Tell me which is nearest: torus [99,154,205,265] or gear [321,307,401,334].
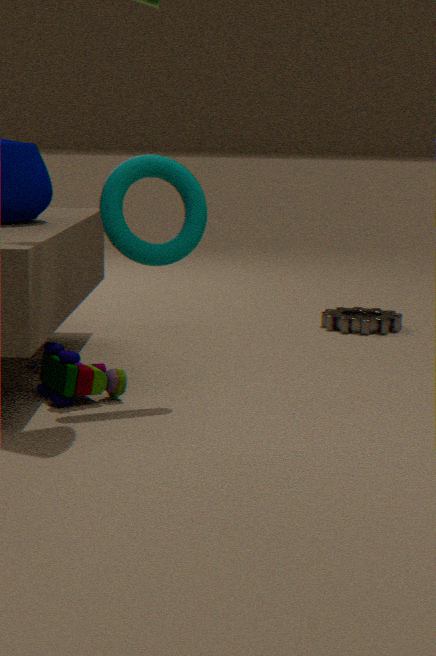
torus [99,154,205,265]
